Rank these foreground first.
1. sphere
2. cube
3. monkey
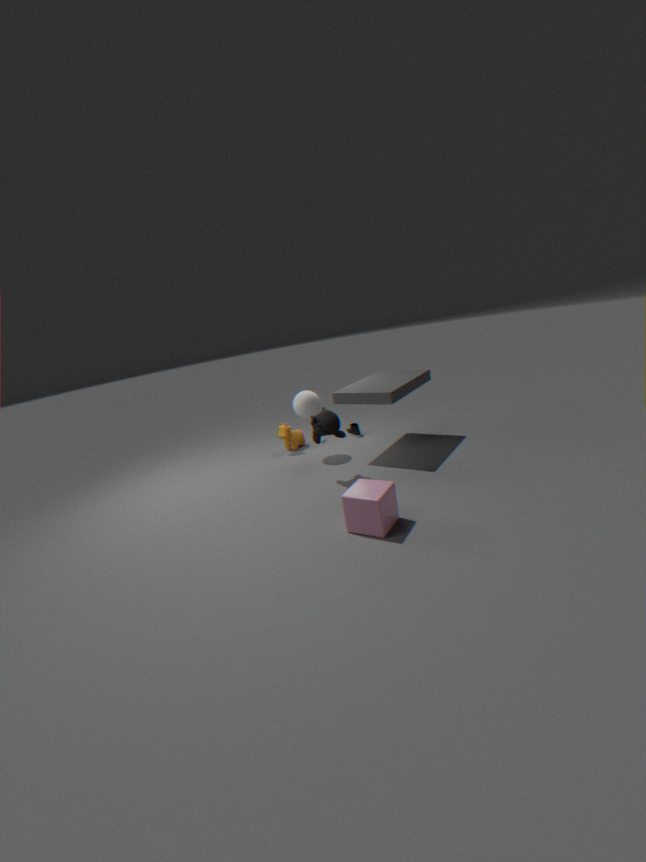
cube, monkey, sphere
